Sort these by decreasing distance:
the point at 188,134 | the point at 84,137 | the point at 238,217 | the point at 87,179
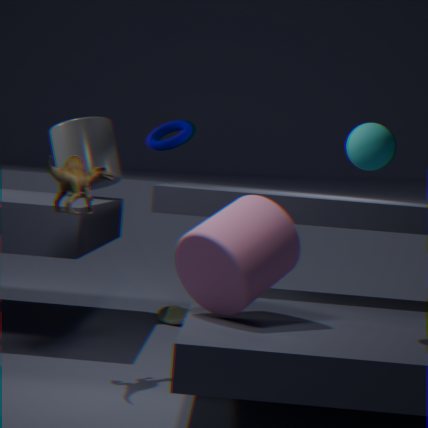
the point at 84,137
the point at 188,134
the point at 87,179
the point at 238,217
